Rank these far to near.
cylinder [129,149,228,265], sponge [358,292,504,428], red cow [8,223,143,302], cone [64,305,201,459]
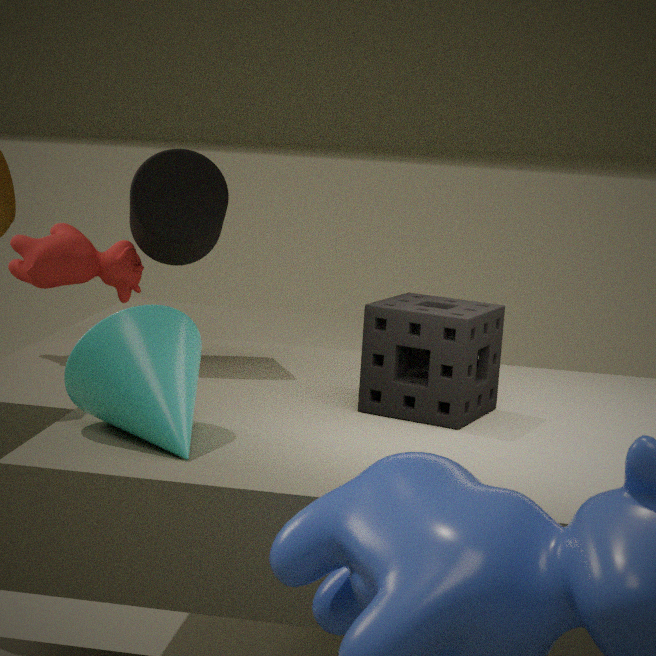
red cow [8,223,143,302]
cylinder [129,149,228,265]
sponge [358,292,504,428]
cone [64,305,201,459]
